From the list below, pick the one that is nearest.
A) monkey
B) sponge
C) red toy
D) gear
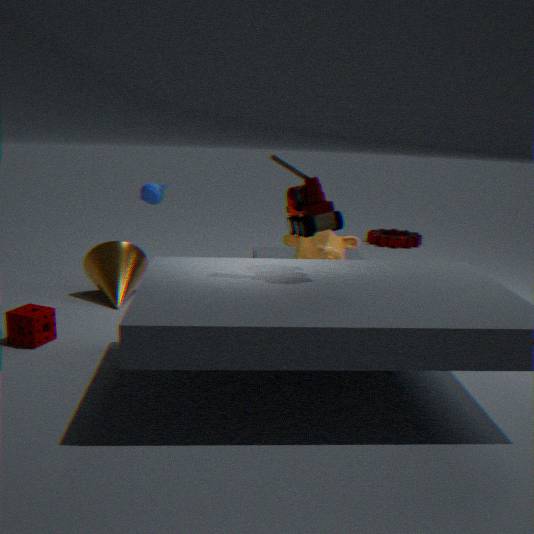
red toy
